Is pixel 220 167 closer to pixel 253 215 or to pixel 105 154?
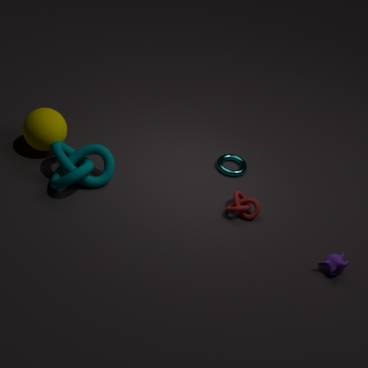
pixel 253 215
